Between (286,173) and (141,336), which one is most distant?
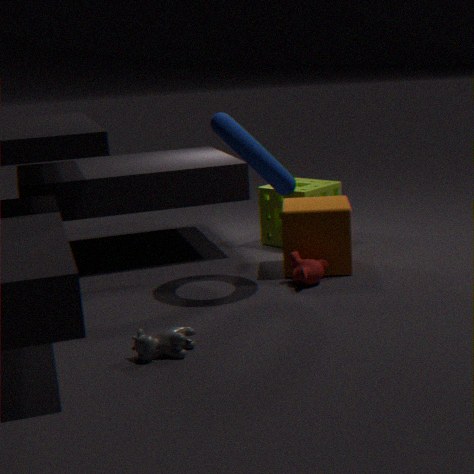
(286,173)
